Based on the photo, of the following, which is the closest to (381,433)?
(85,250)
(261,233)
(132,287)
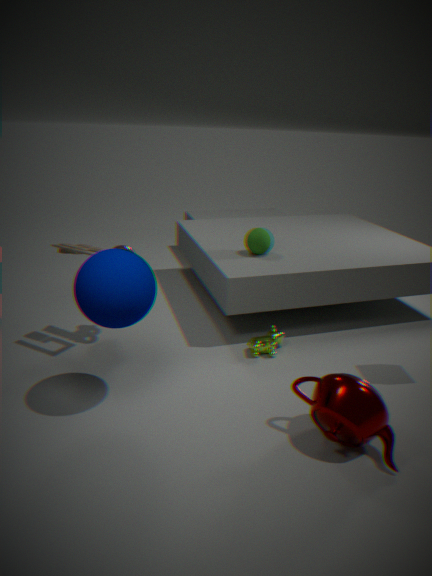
(132,287)
